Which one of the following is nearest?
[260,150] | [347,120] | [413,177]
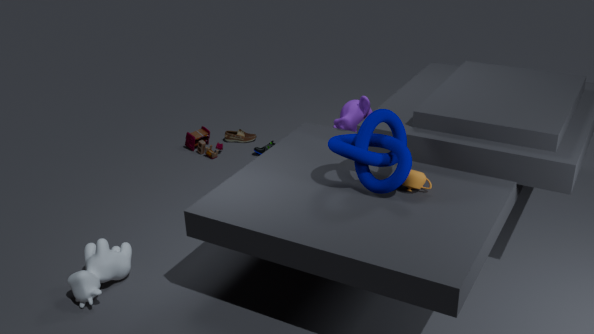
[413,177]
